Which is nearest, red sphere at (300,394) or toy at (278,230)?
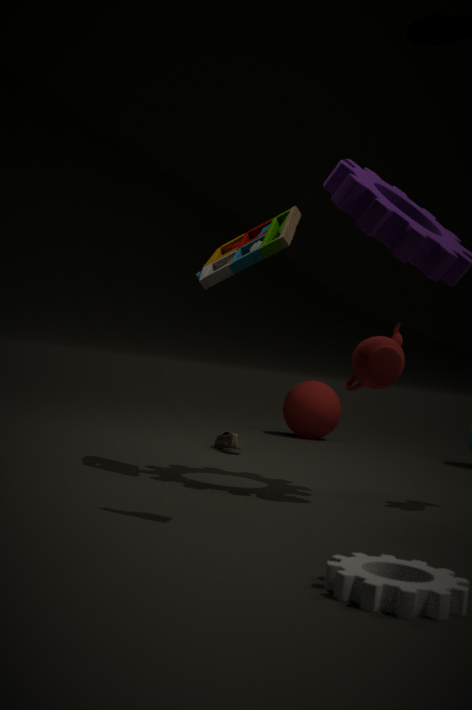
toy at (278,230)
